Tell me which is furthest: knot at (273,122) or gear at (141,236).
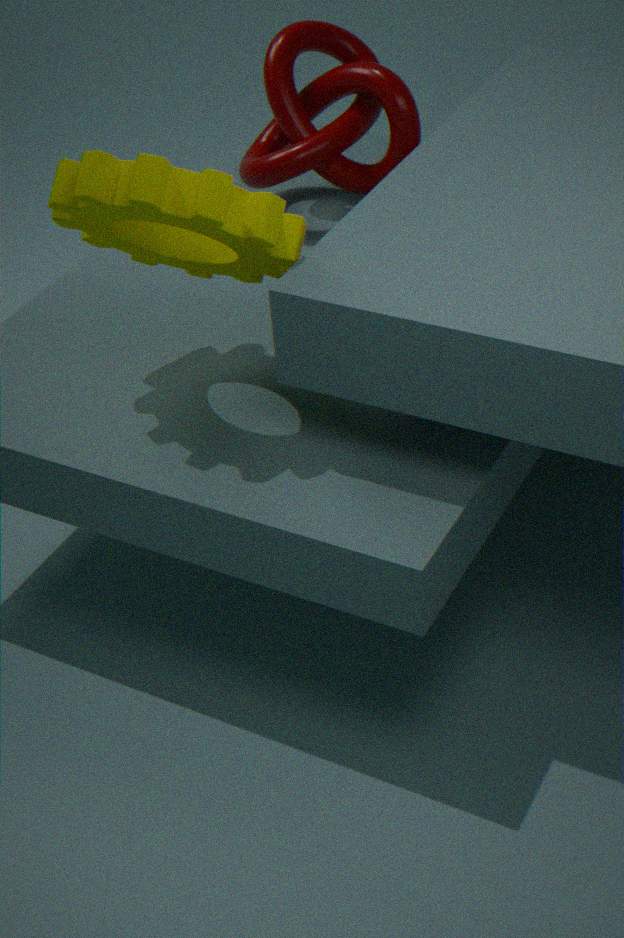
knot at (273,122)
